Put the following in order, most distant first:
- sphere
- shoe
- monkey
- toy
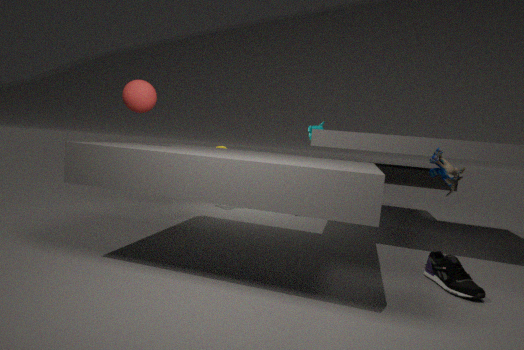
monkey, sphere, toy, shoe
